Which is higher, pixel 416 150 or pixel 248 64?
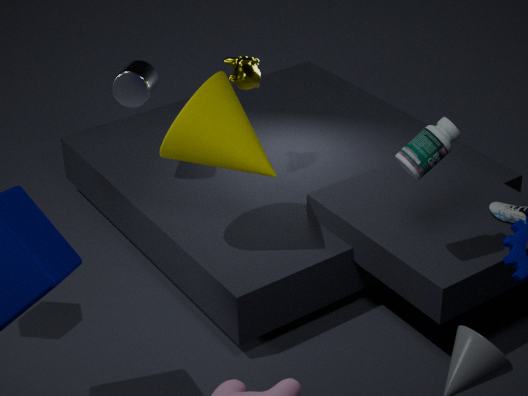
pixel 416 150
